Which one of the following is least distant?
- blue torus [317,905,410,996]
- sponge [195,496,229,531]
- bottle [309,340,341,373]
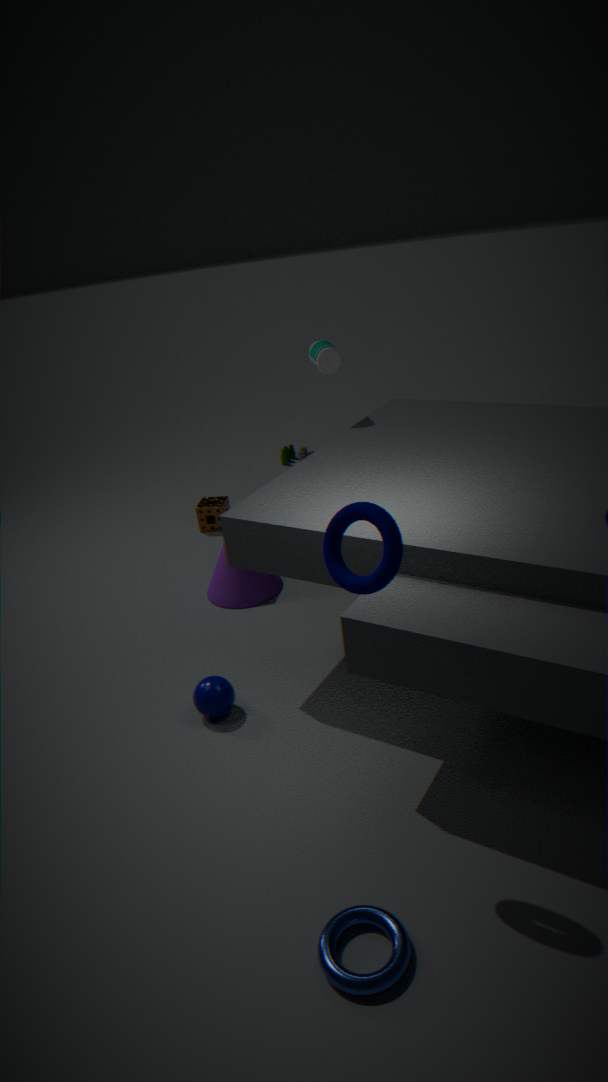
blue torus [317,905,410,996]
